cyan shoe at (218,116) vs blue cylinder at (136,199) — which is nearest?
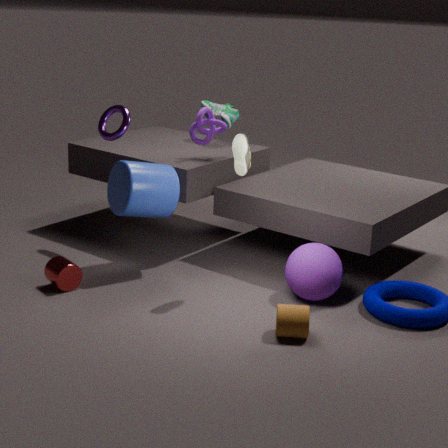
blue cylinder at (136,199)
